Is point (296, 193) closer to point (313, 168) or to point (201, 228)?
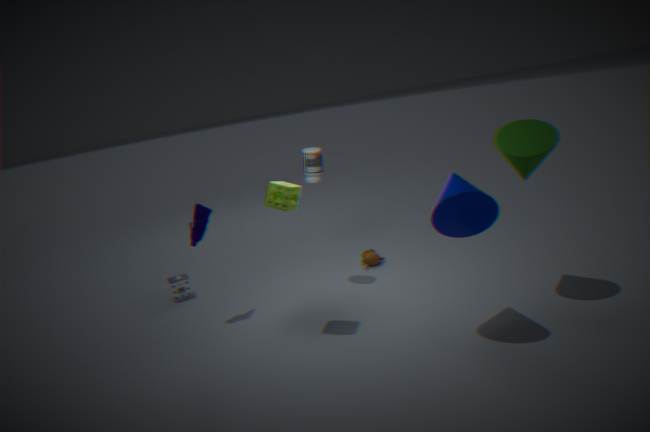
point (313, 168)
